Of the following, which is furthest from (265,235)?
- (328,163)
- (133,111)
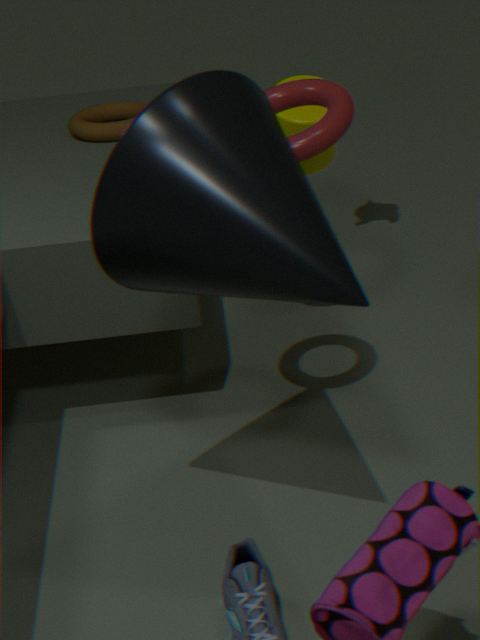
(133,111)
